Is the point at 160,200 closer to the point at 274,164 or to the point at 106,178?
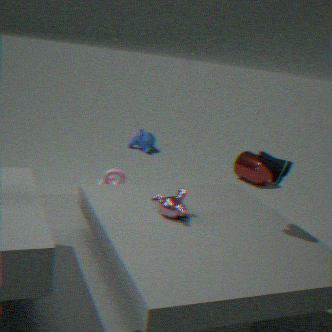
the point at 274,164
